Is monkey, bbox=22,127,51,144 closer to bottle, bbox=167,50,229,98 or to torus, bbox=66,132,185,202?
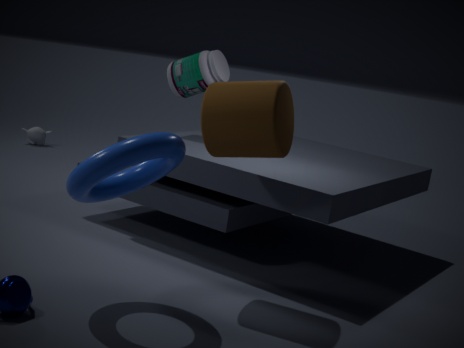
bottle, bbox=167,50,229,98
